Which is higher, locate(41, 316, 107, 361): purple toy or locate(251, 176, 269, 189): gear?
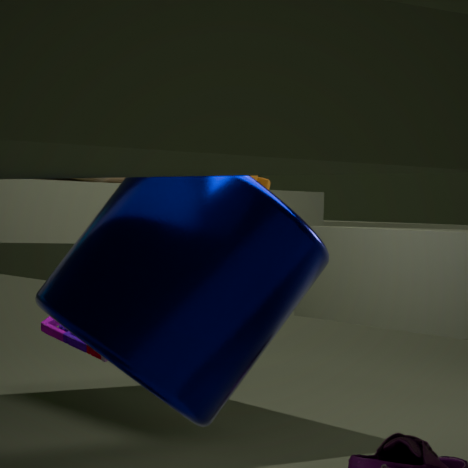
locate(251, 176, 269, 189): gear
